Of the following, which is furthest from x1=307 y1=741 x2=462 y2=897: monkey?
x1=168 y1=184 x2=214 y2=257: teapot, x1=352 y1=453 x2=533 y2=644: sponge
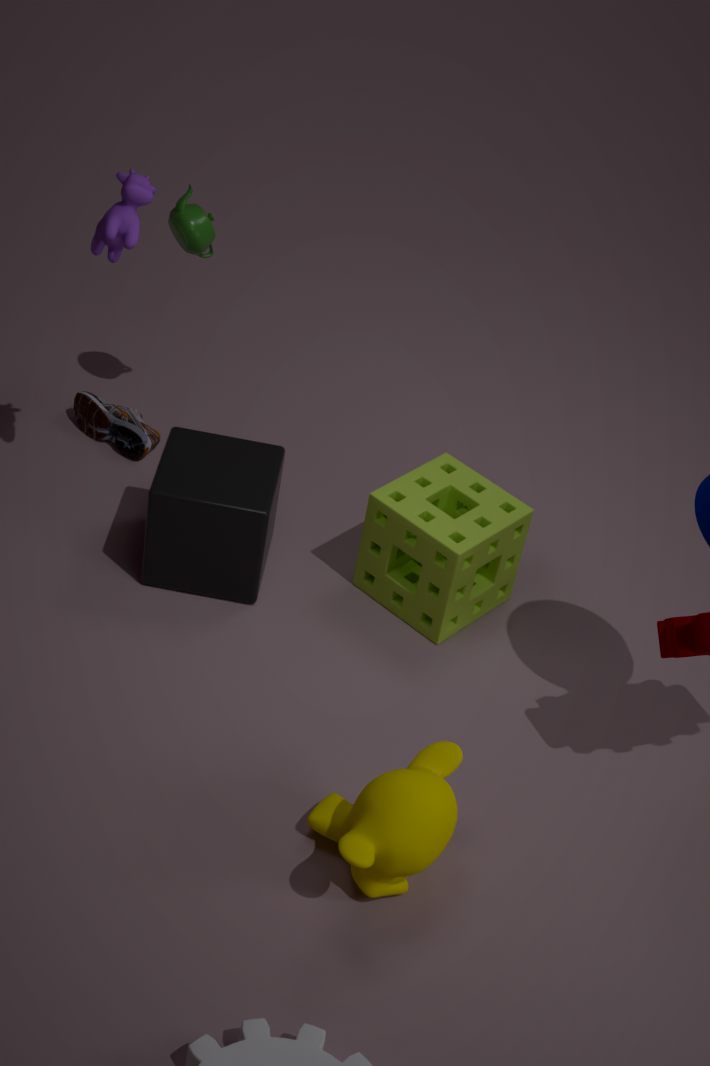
x1=168 y1=184 x2=214 y2=257: teapot
